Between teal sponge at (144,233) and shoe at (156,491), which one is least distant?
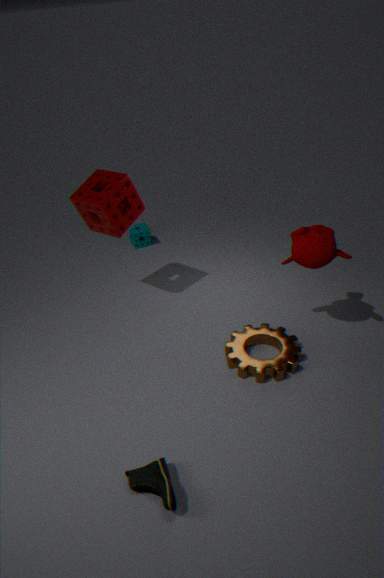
shoe at (156,491)
